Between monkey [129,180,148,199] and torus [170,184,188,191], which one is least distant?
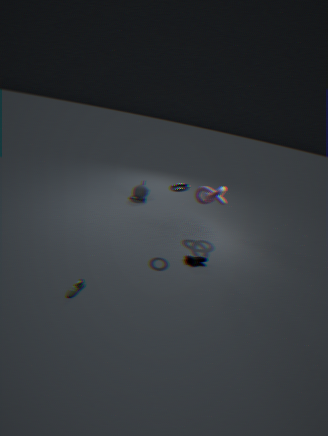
torus [170,184,188,191]
